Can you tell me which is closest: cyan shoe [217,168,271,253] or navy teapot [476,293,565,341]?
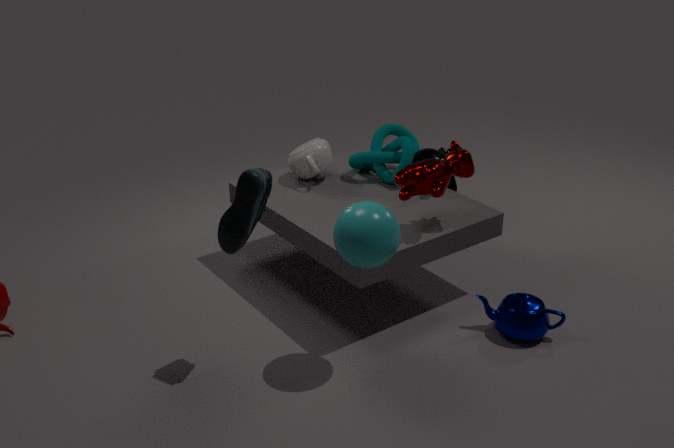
cyan shoe [217,168,271,253]
